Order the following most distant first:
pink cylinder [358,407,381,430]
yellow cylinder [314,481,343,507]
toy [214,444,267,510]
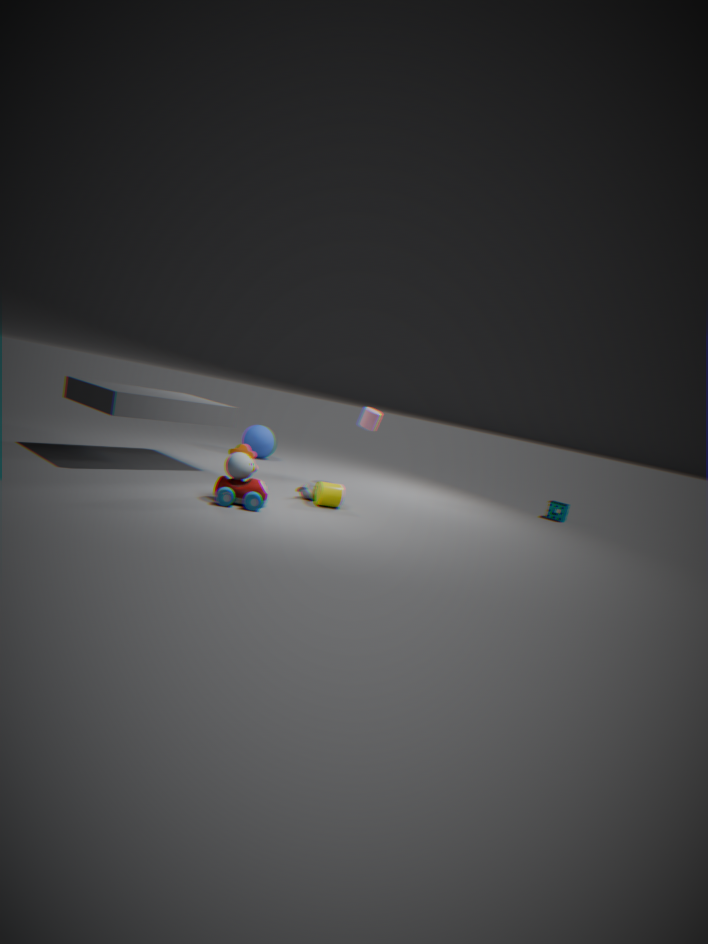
pink cylinder [358,407,381,430]
yellow cylinder [314,481,343,507]
toy [214,444,267,510]
